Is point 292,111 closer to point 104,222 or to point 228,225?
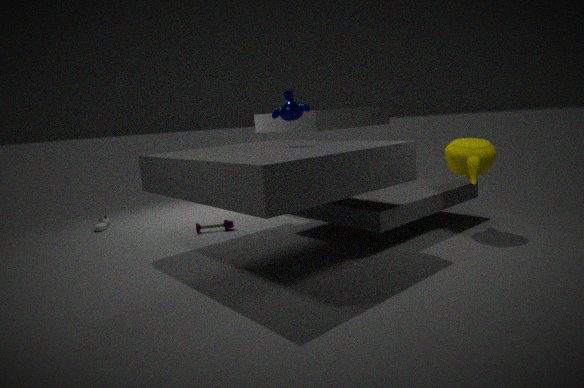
point 228,225
